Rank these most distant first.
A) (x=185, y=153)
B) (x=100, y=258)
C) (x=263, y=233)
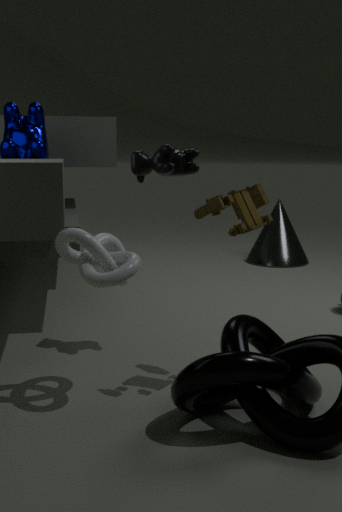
(x=263, y=233) < (x=185, y=153) < (x=100, y=258)
